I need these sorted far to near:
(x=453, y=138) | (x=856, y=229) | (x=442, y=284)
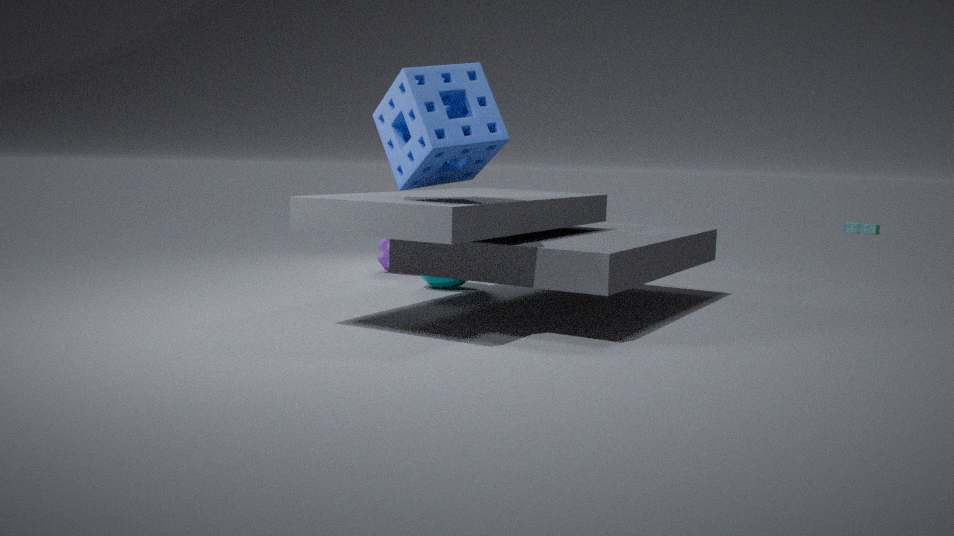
1. (x=856, y=229)
2. (x=442, y=284)
3. (x=453, y=138)
